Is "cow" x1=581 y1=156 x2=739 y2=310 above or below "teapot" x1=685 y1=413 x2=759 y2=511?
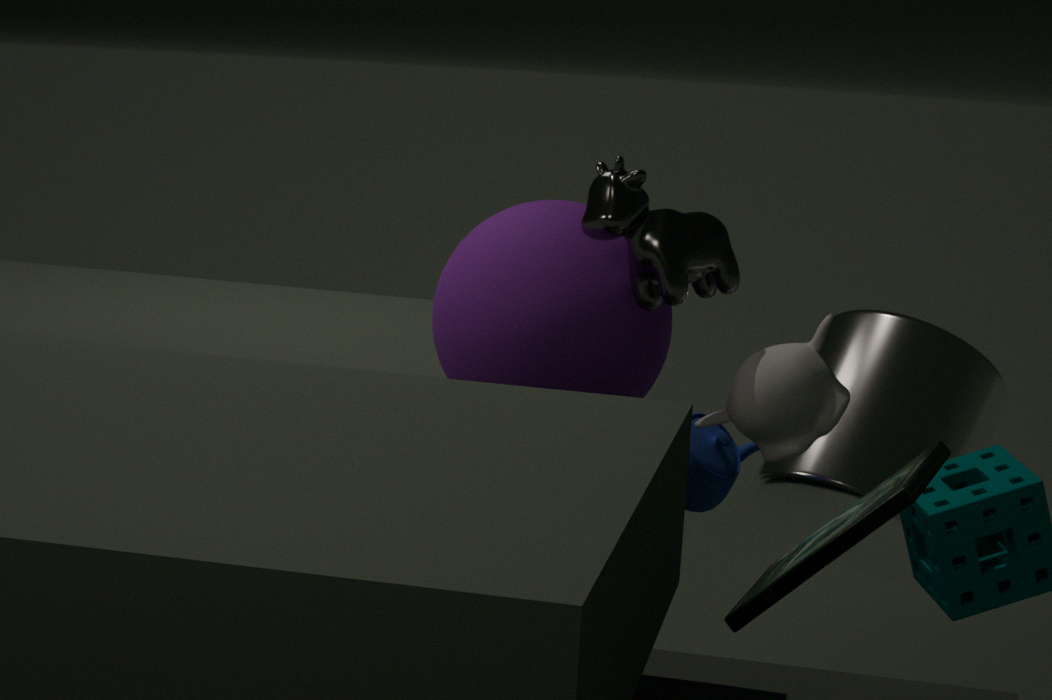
above
